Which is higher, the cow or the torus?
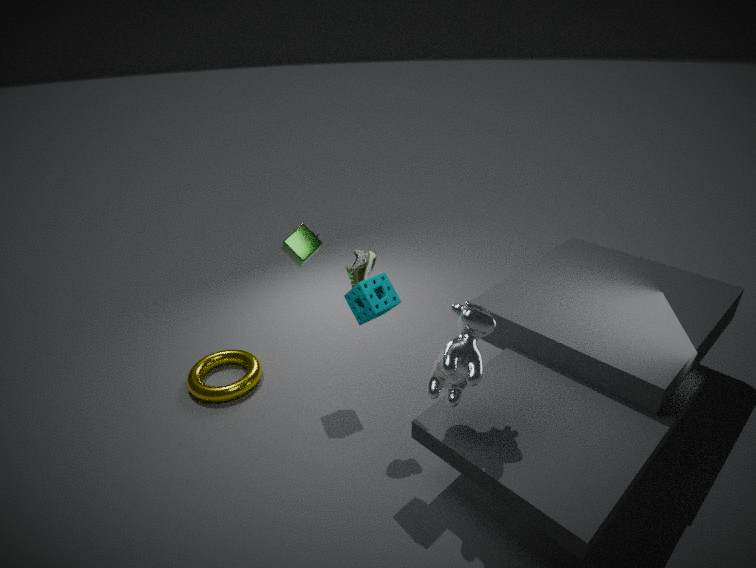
the cow
